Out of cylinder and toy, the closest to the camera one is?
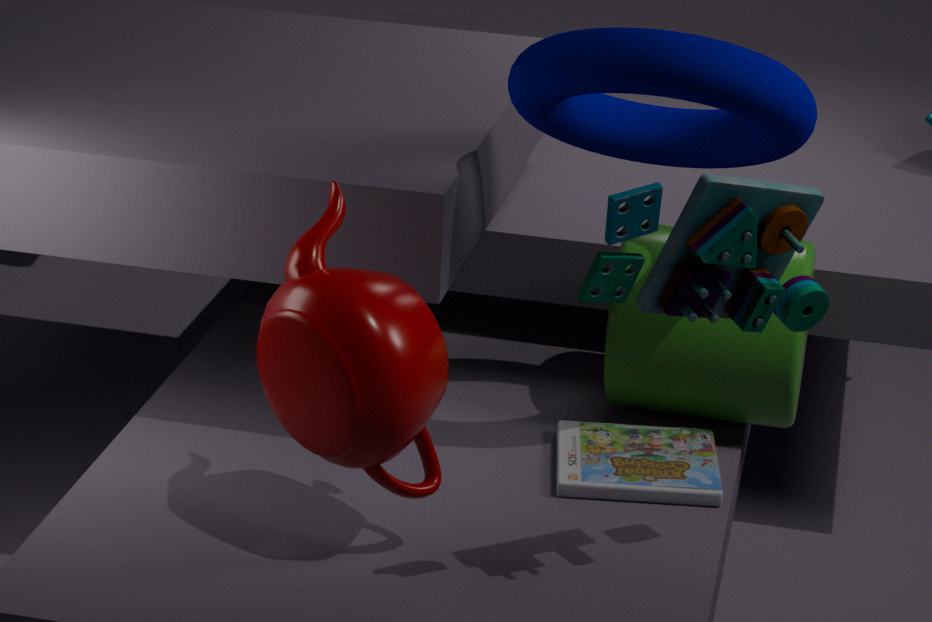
toy
